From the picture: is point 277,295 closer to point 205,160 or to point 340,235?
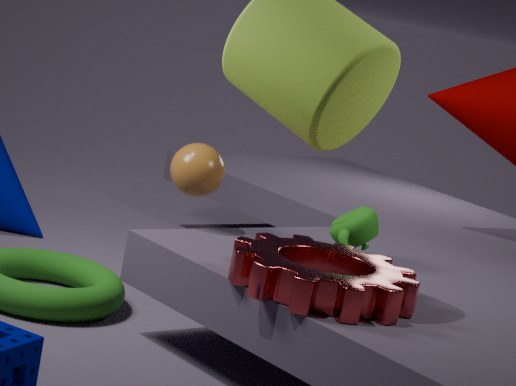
point 340,235
